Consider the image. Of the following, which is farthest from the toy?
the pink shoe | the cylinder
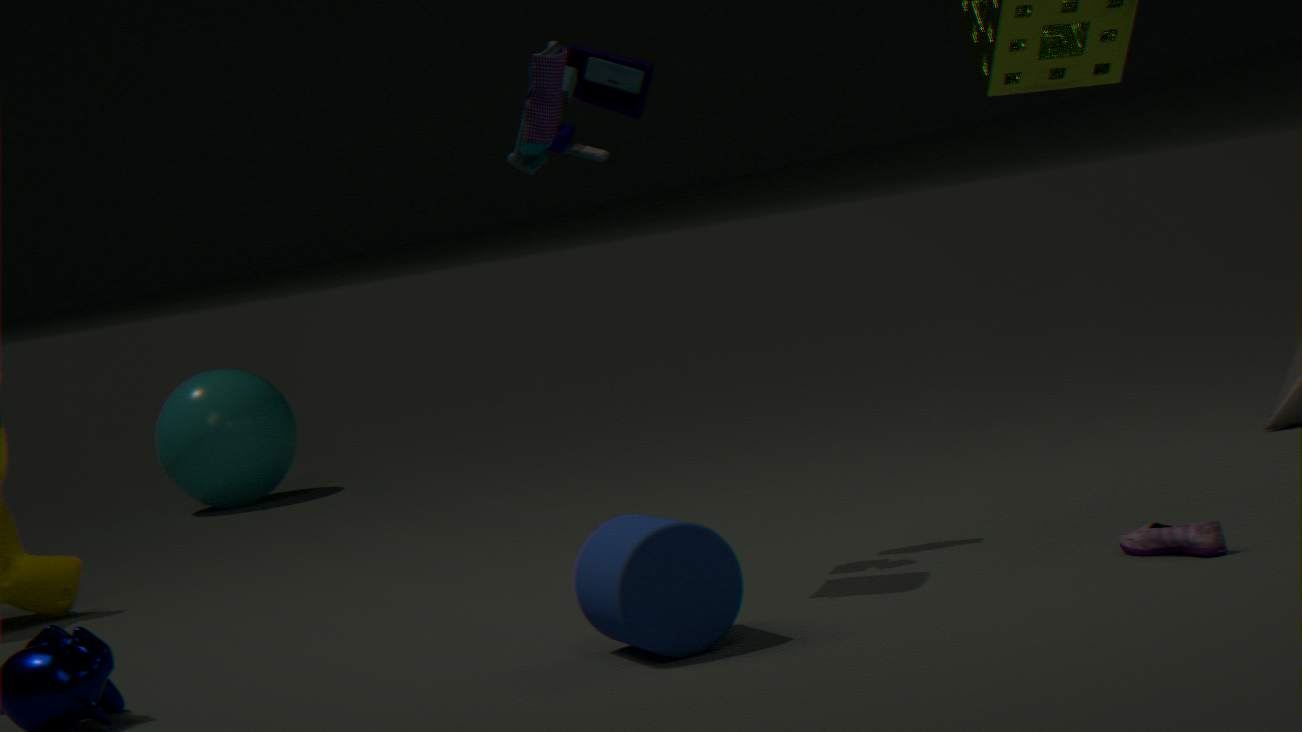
the pink shoe
